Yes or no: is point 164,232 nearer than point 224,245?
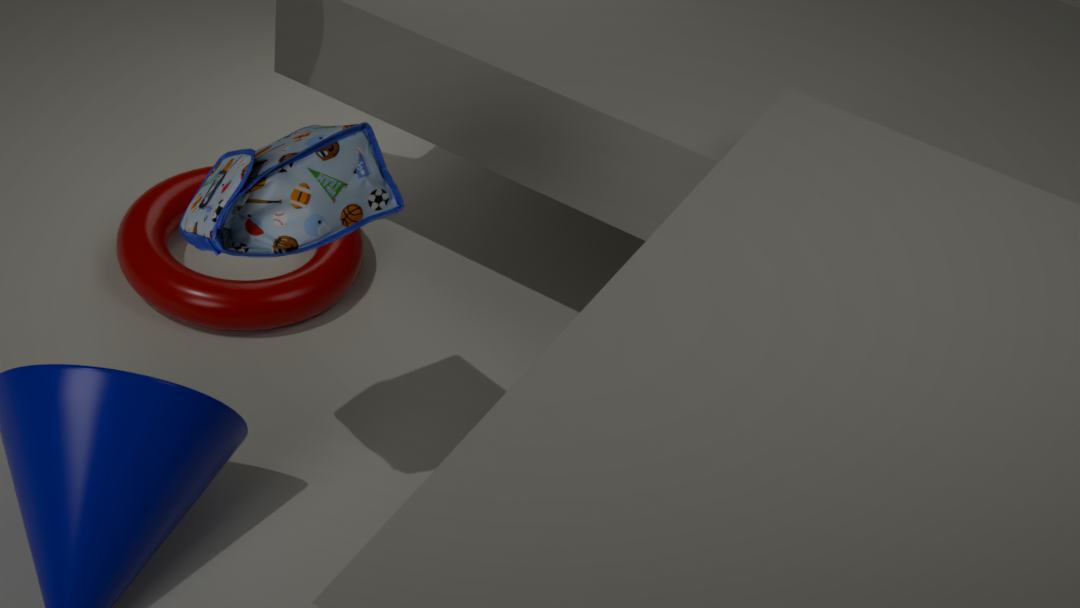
No
